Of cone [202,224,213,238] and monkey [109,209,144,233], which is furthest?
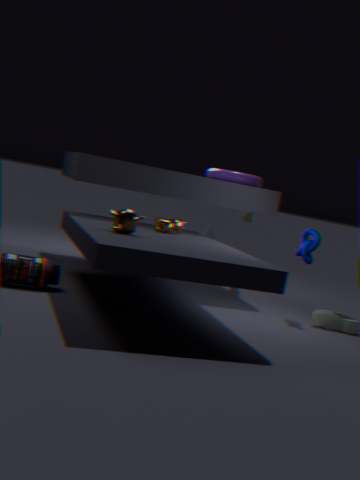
cone [202,224,213,238]
